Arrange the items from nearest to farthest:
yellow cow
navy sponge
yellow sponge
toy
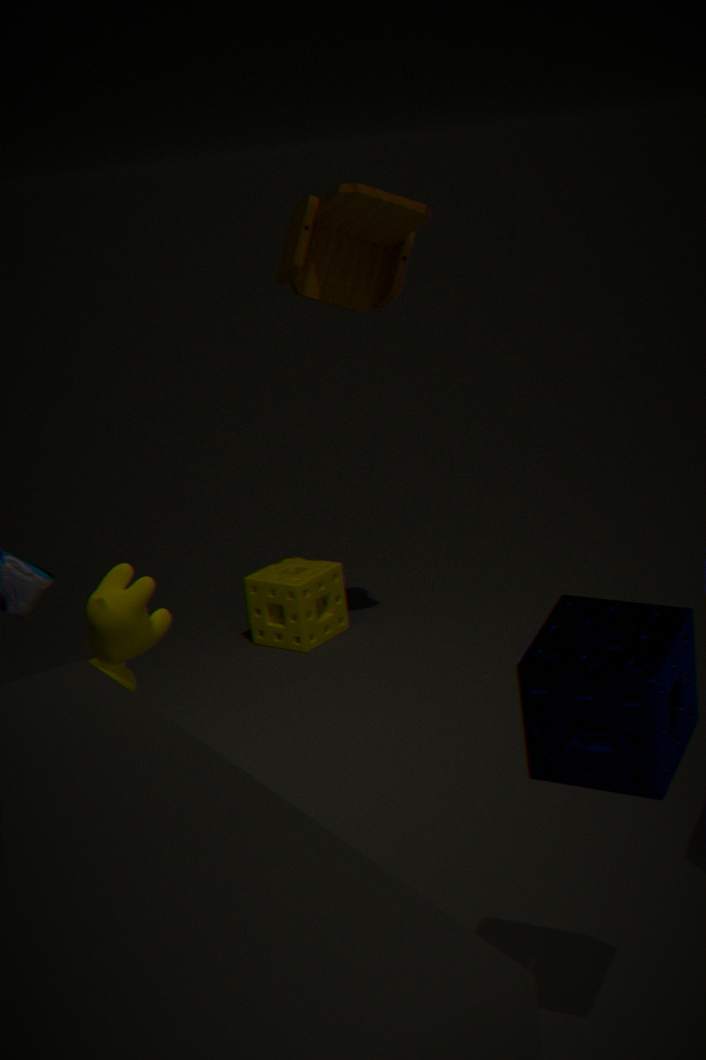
1. navy sponge
2. yellow cow
3. toy
4. yellow sponge
